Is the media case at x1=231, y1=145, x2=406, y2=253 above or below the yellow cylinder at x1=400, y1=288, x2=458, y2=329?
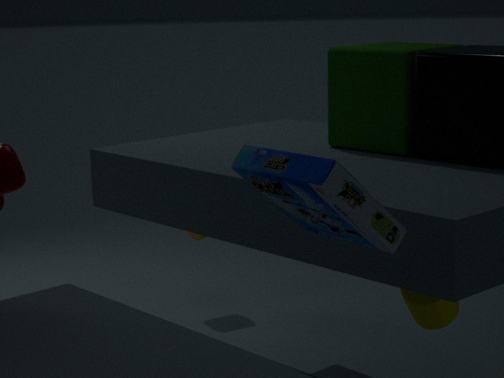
above
